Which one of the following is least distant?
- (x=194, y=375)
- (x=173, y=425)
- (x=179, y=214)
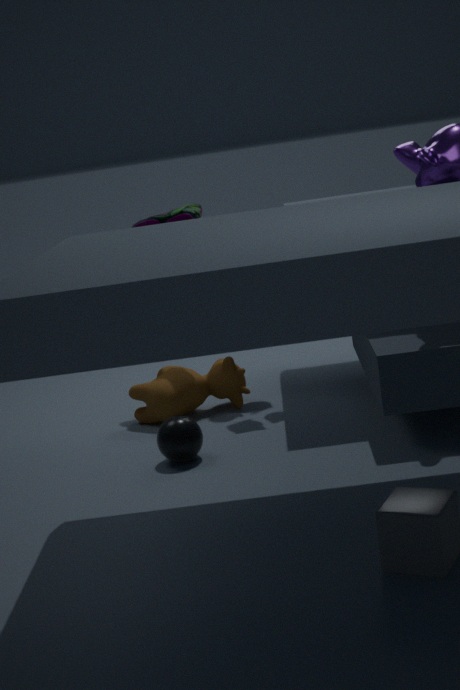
(x=173, y=425)
